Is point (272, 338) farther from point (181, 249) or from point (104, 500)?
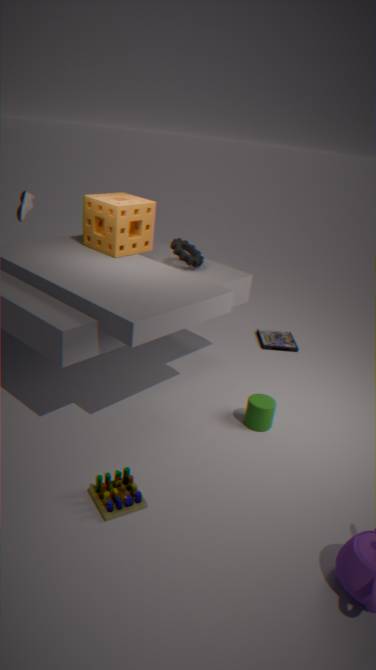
point (104, 500)
